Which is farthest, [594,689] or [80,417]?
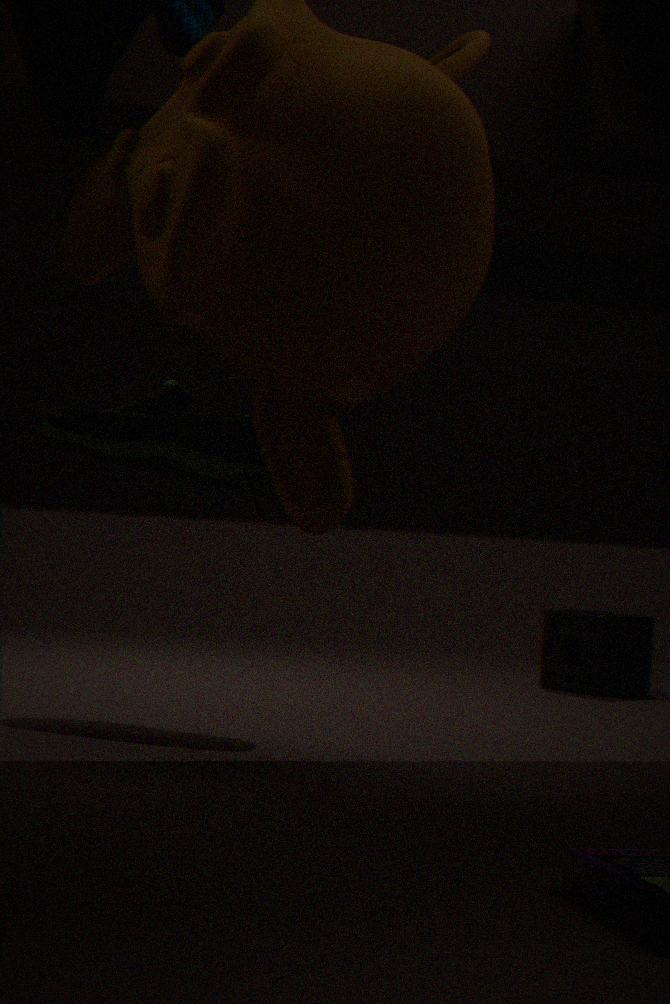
[594,689]
